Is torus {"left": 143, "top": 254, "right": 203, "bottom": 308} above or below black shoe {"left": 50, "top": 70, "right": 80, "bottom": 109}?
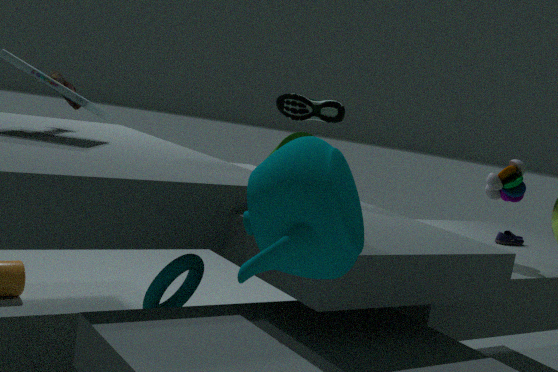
below
